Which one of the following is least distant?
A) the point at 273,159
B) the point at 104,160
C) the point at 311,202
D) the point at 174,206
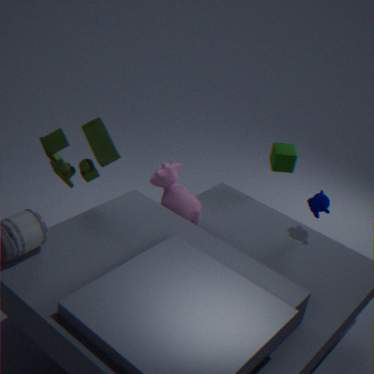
the point at 104,160
